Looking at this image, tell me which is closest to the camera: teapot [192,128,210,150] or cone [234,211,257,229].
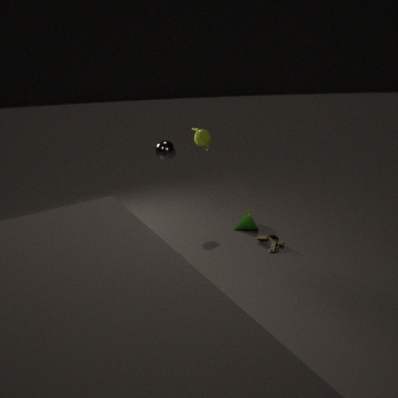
teapot [192,128,210,150]
